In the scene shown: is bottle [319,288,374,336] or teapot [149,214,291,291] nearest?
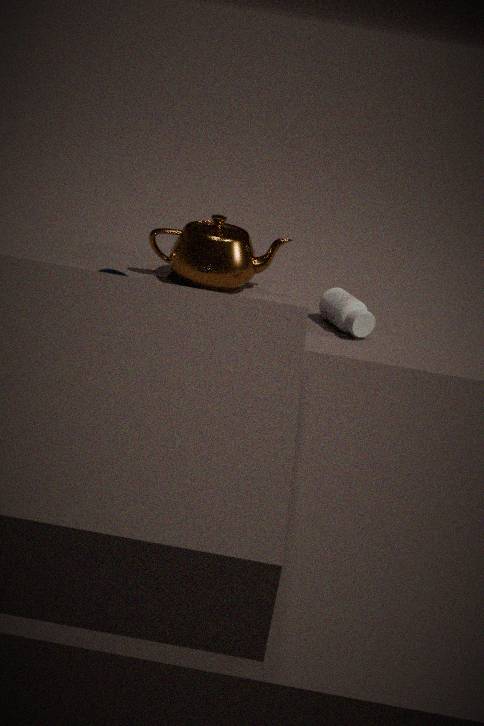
bottle [319,288,374,336]
